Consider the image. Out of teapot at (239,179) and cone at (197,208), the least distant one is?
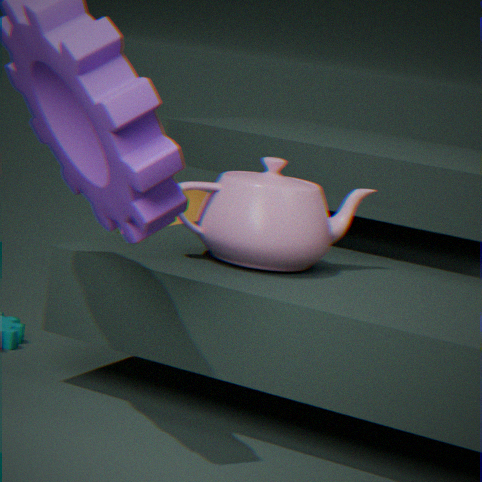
teapot at (239,179)
